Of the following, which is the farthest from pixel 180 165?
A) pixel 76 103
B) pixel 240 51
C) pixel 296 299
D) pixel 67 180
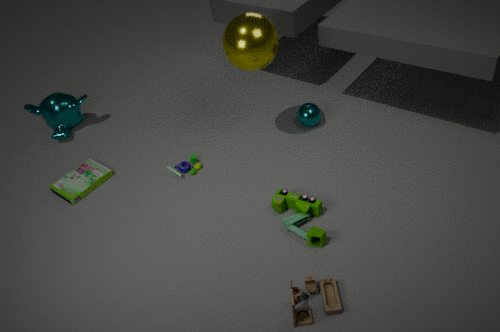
pixel 296 299
